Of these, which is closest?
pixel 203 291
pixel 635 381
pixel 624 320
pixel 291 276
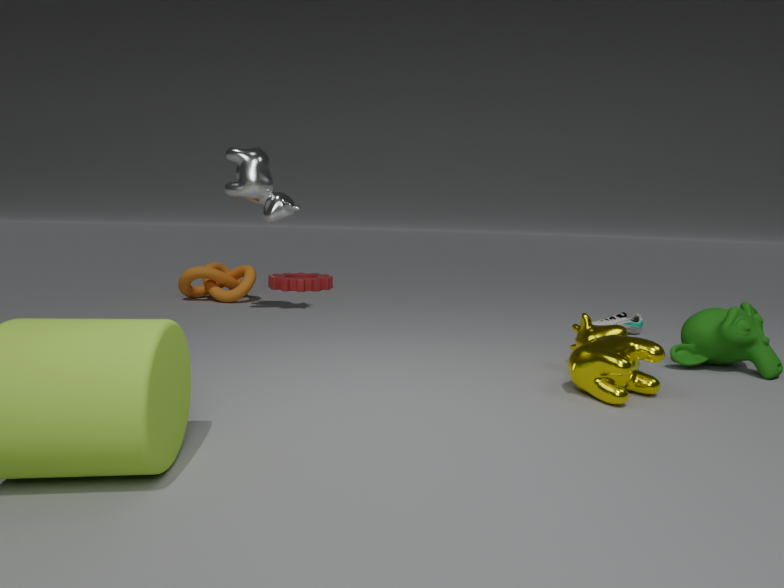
pixel 635 381
